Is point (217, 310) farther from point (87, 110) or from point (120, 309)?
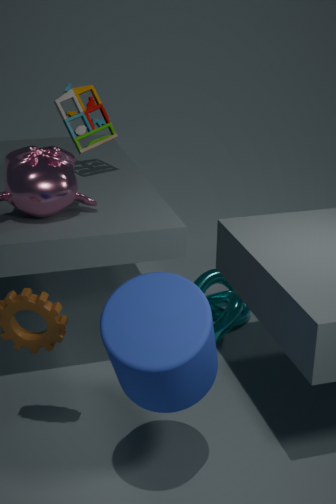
point (120, 309)
